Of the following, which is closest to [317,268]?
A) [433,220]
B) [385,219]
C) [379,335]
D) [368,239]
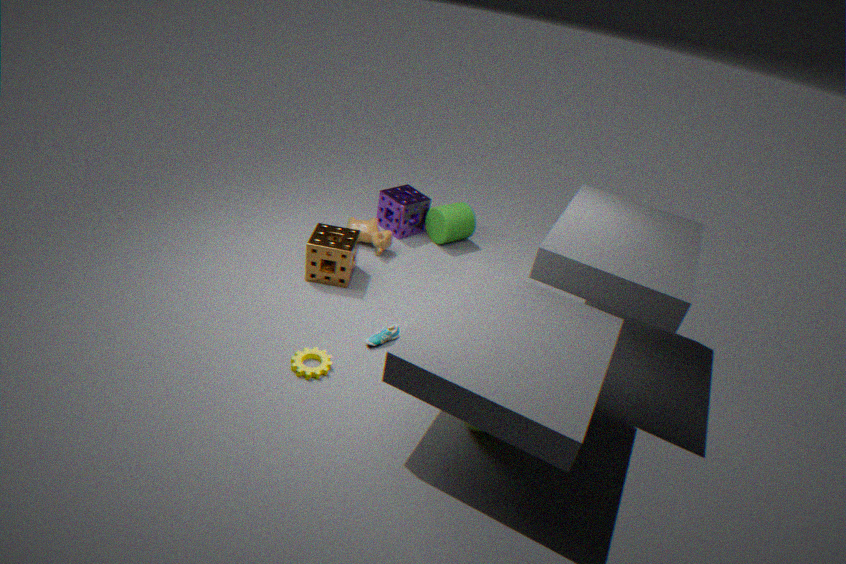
[368,239]
